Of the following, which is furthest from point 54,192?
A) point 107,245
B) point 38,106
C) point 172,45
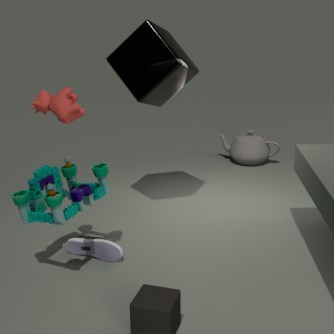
point 172,45
